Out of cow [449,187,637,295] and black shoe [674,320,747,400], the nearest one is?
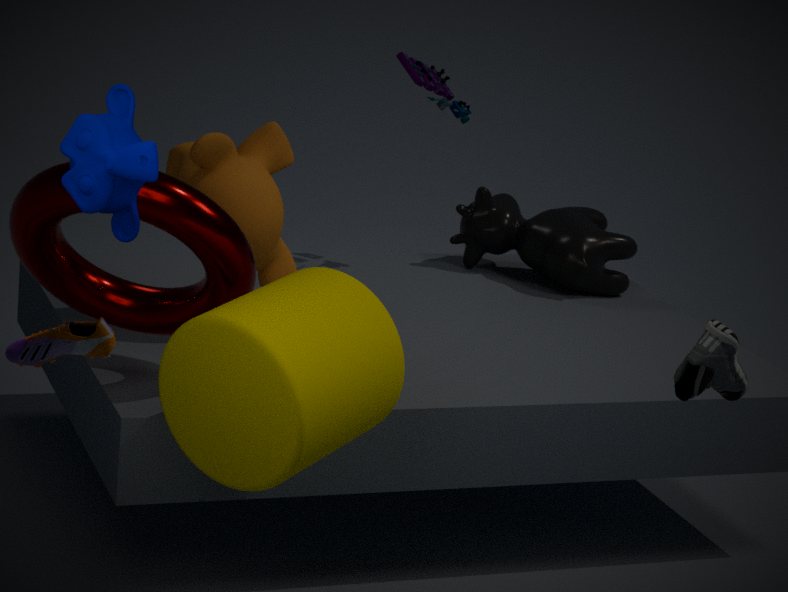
black shoe [674,320,747,400]
